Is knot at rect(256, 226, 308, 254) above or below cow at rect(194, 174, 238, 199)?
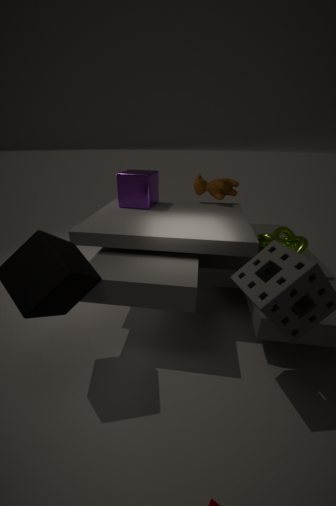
below
